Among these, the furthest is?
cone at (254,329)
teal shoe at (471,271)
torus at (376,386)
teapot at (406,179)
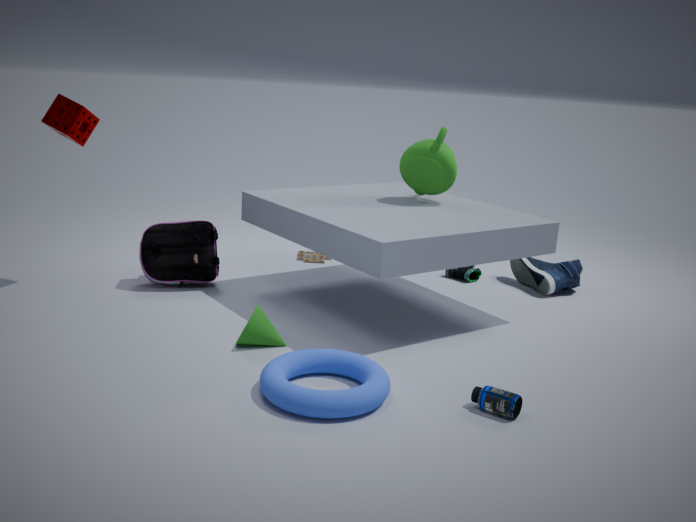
teal shoe at (471,271)
